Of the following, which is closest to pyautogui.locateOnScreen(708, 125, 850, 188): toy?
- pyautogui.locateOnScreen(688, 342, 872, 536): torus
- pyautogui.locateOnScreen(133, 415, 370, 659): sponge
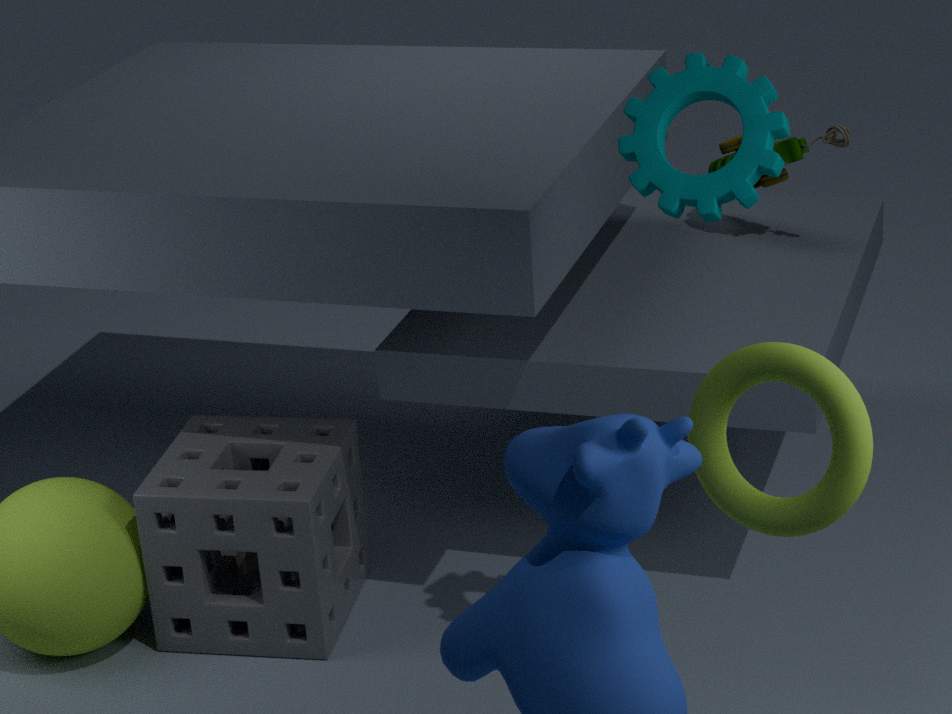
pyautogui.locateOnScreen(133, 415, 370, 659): sponge
